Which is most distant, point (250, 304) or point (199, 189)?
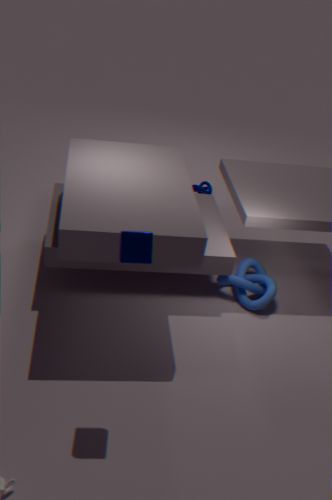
point (199, 189)
